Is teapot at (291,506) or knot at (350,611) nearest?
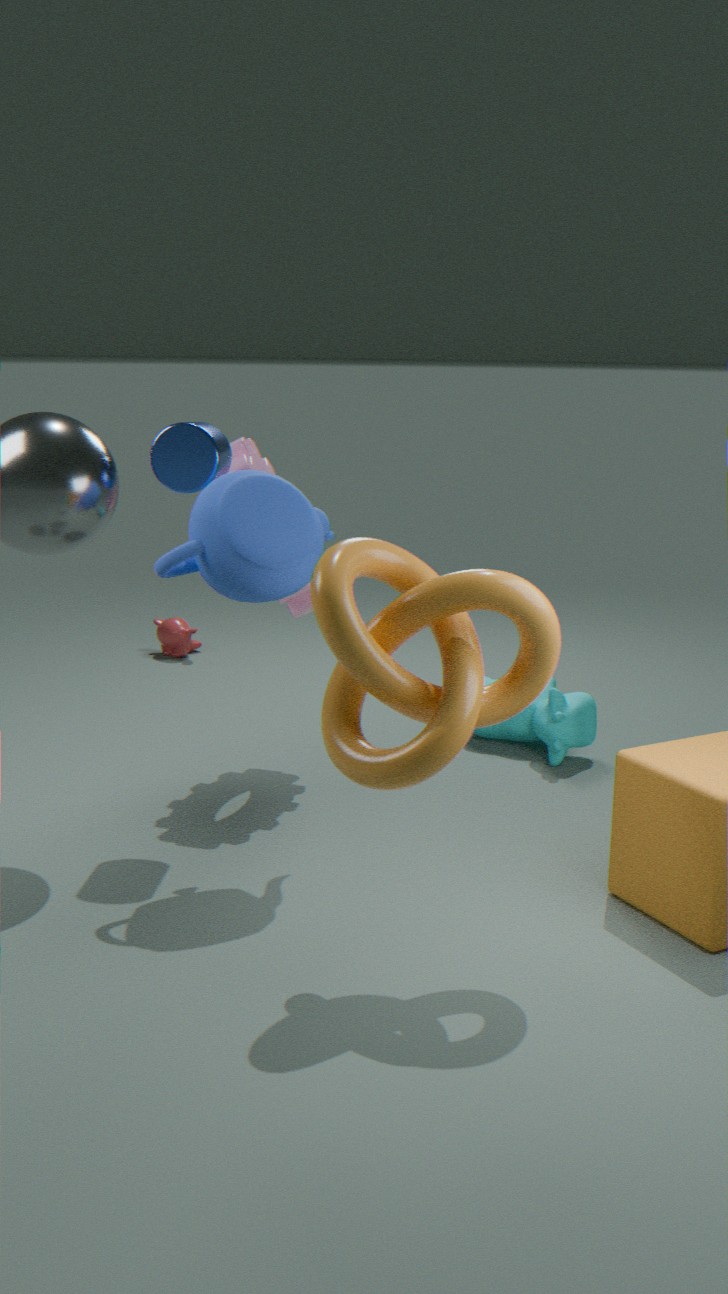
knot at (350,611)
